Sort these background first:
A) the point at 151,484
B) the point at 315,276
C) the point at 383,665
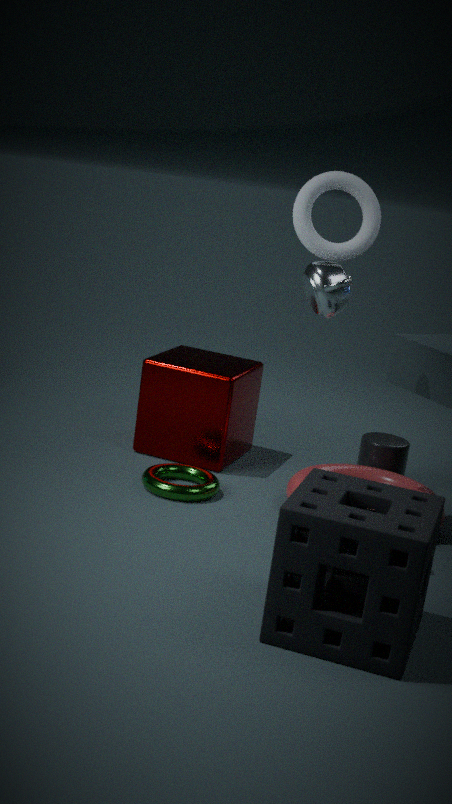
the point at 151,484 → the point at 315,276 → the point at 383,665
